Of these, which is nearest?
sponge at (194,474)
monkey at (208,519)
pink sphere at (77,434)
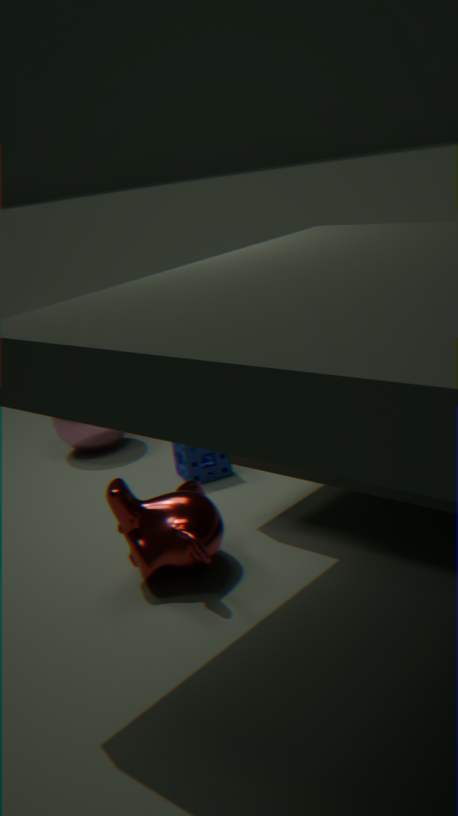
monkey at (208,519)
